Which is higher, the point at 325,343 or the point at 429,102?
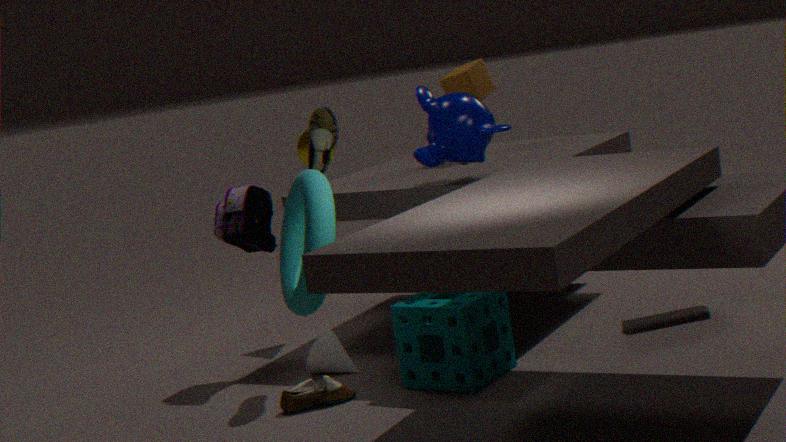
the point at 429,102
